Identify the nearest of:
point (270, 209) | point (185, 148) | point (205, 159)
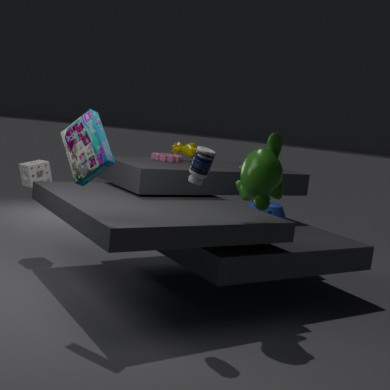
point (205, 159)
